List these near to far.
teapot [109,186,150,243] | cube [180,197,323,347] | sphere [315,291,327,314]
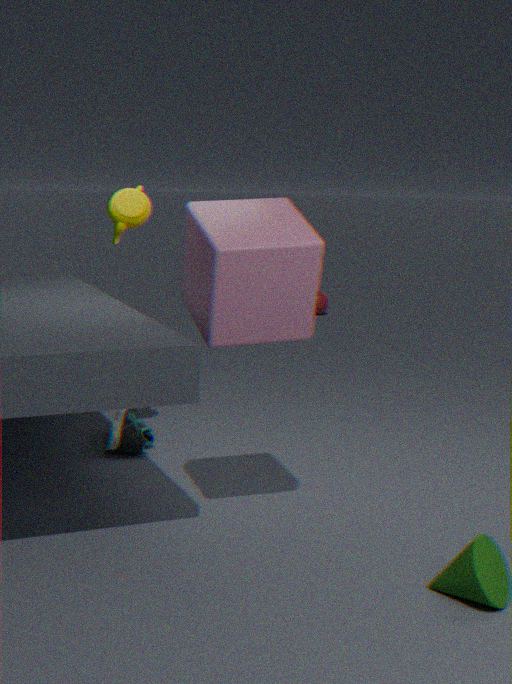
cube [180,197,323,347] → teapot [109,186,150,243] → sphere [315,291,327,314]
